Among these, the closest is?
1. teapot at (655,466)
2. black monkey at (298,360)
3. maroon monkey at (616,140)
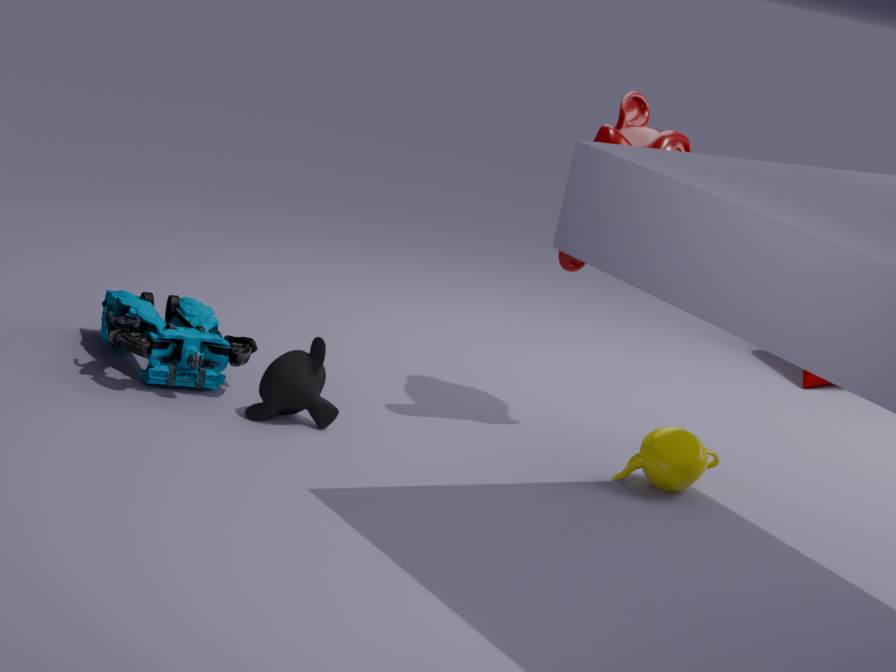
black monkey at (298,360)
